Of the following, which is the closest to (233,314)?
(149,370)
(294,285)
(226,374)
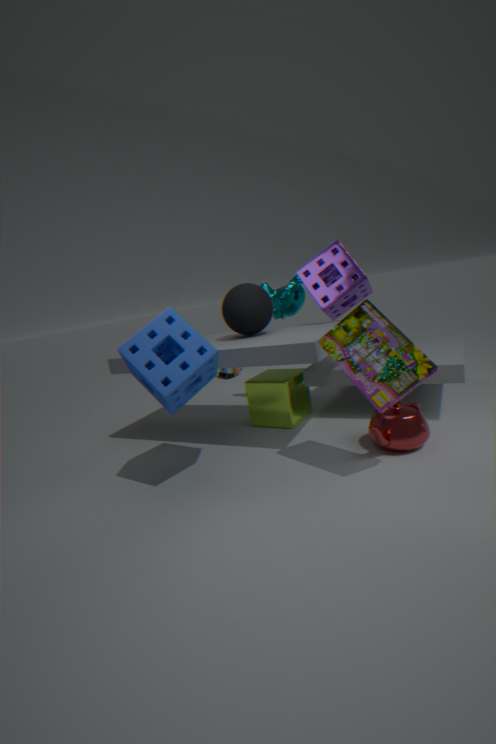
(294,285)
